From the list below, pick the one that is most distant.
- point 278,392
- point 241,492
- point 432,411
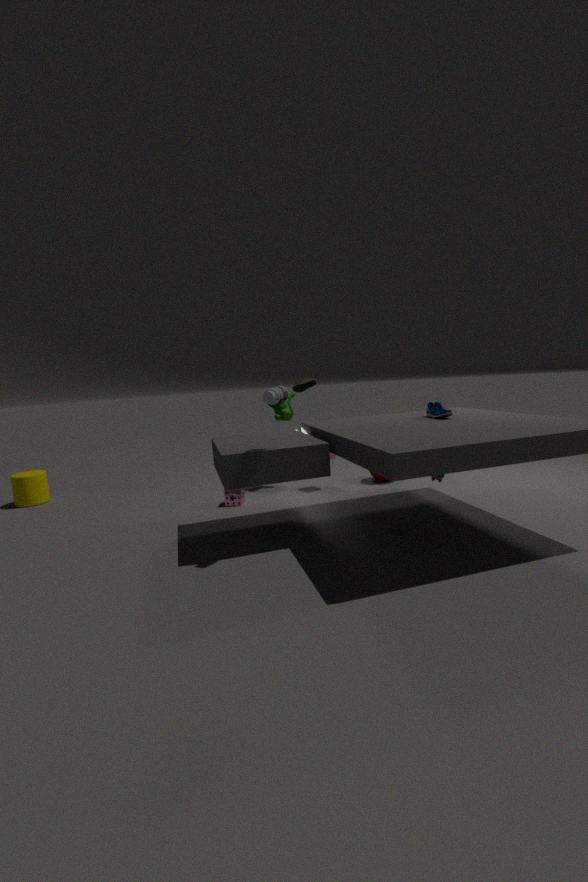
point 241,492
